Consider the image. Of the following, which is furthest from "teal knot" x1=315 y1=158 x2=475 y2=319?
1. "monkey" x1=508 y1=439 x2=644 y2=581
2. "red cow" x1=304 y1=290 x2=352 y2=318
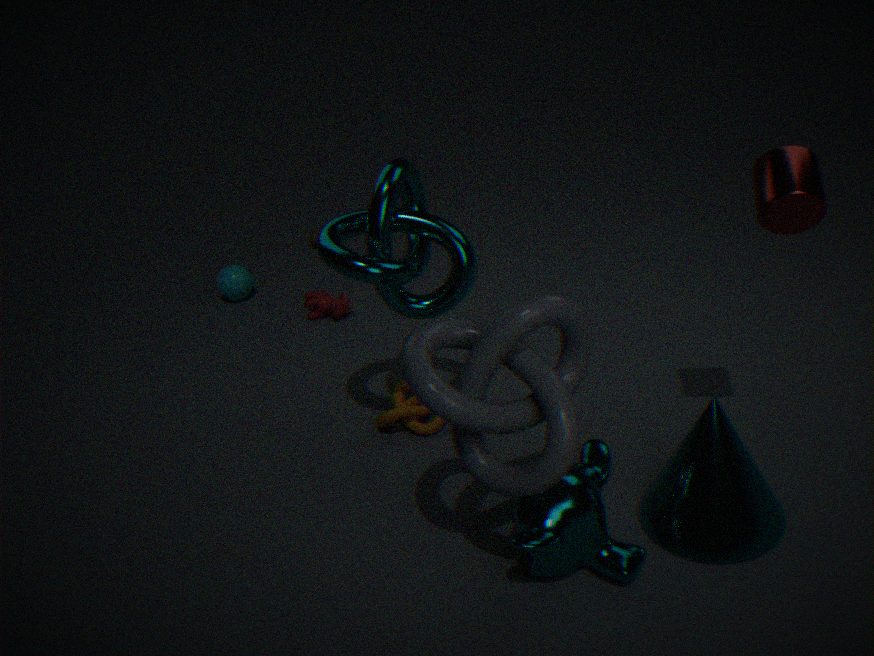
"red cow" x1=304 y1=290 x2=352 y2=318
